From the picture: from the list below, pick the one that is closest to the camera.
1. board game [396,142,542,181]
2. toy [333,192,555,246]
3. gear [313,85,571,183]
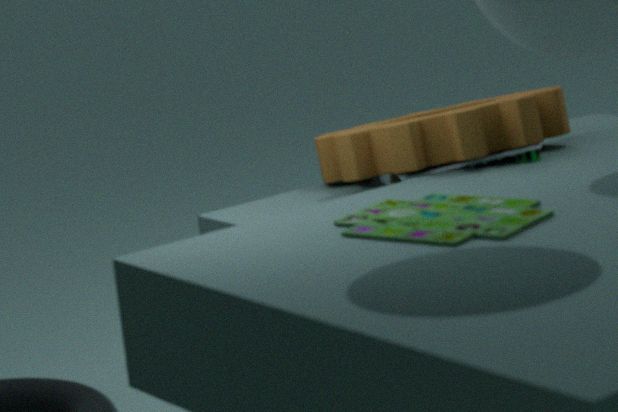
toy [333,192,555,246]
